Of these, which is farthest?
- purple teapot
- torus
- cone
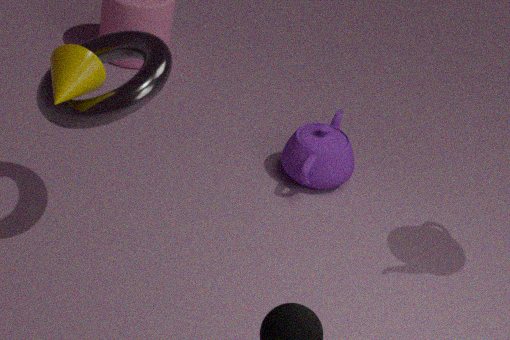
purple teapot
